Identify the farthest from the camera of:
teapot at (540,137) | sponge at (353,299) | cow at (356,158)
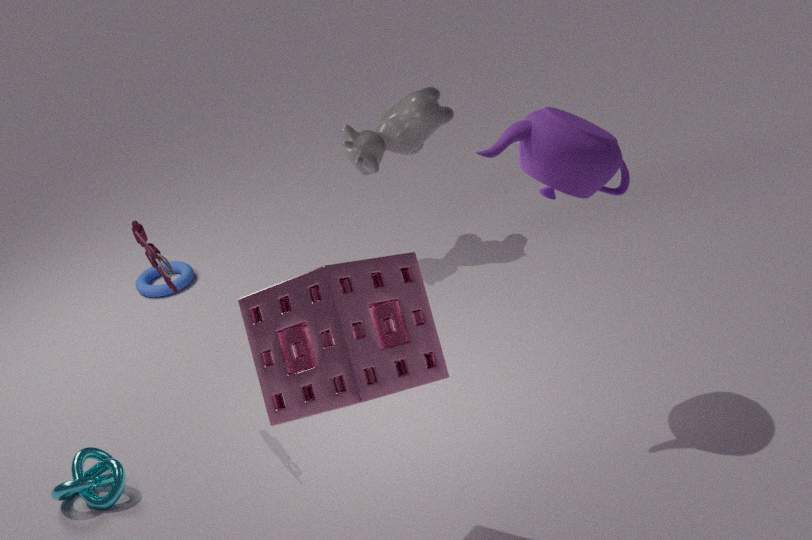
cow at (356,158)
